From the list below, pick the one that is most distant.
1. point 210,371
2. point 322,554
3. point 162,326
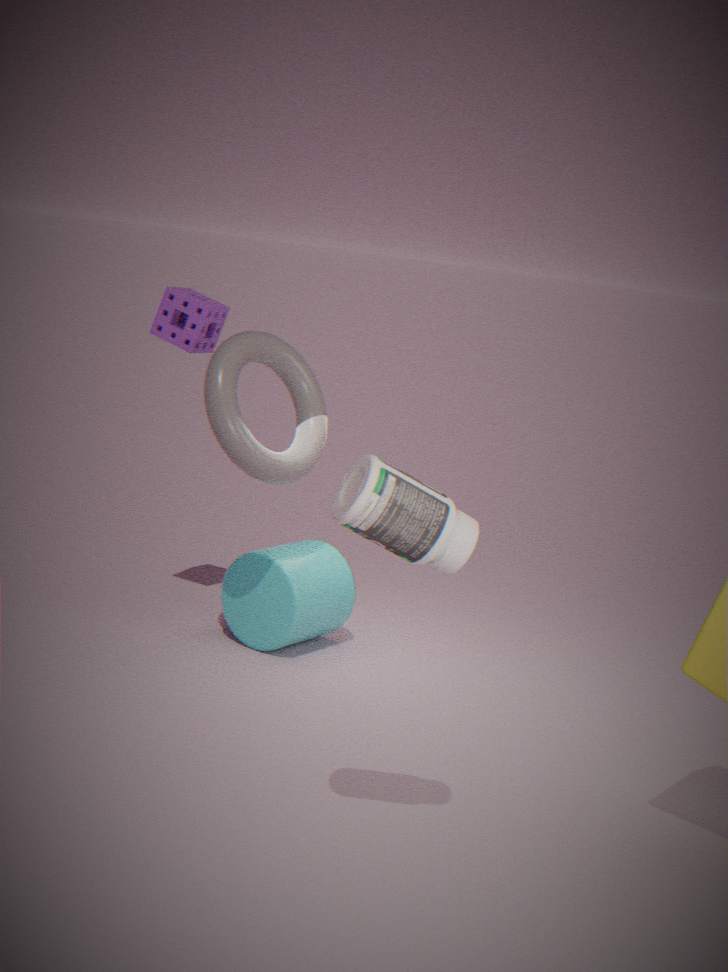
point 322,554
